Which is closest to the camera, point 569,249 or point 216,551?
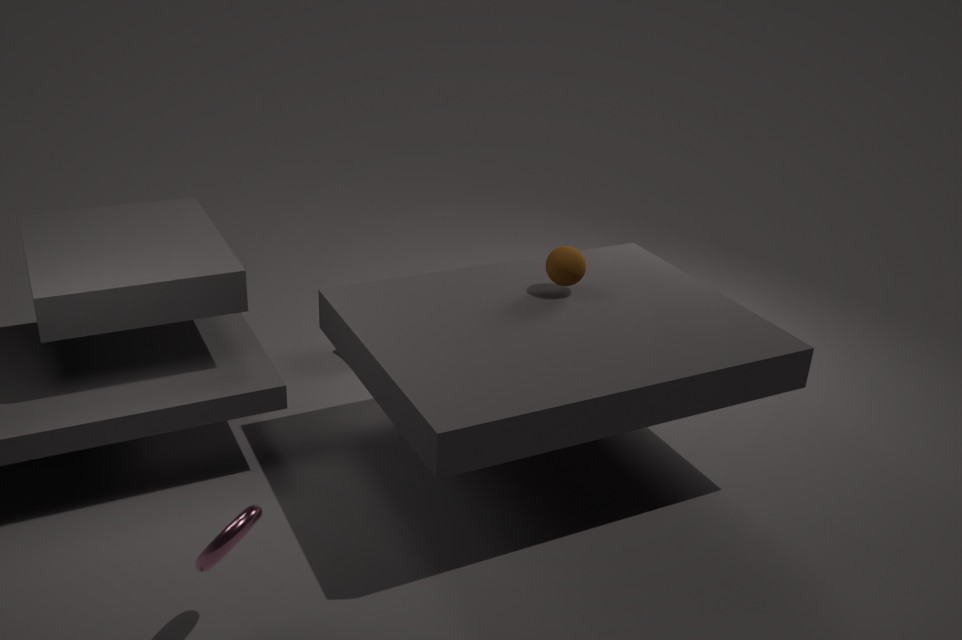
point 216,551
